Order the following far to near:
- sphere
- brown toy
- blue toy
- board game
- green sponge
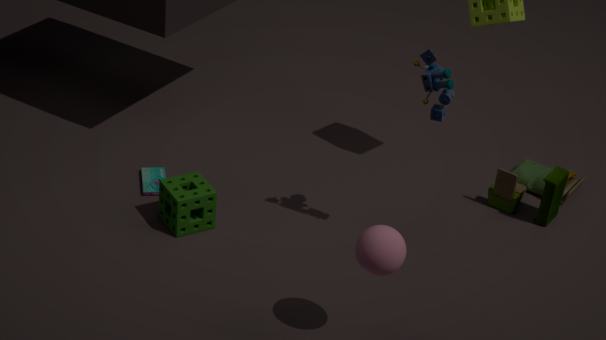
board game, brown toy, green sponge, blue toy, sphere
